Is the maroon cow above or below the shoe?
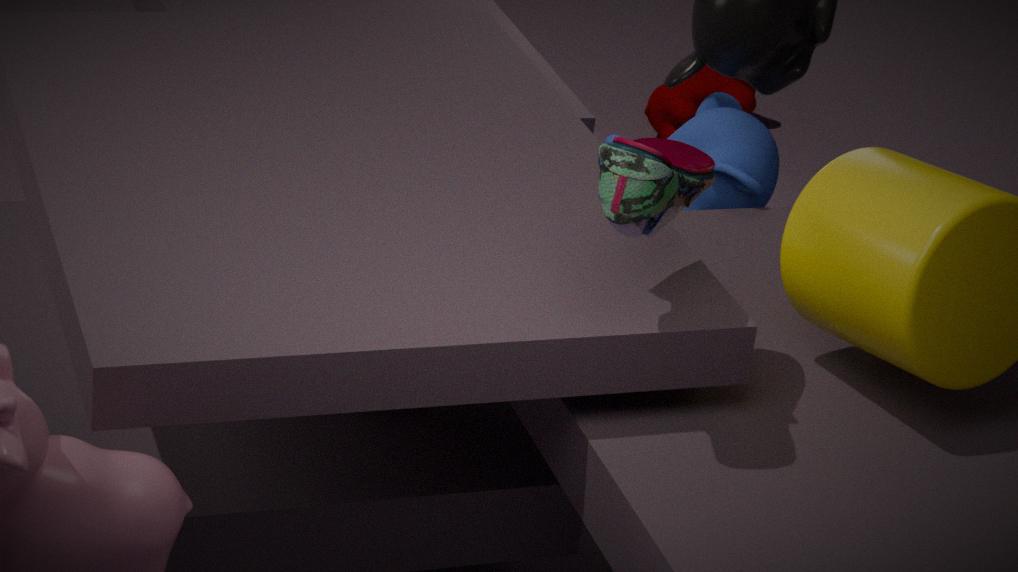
below
